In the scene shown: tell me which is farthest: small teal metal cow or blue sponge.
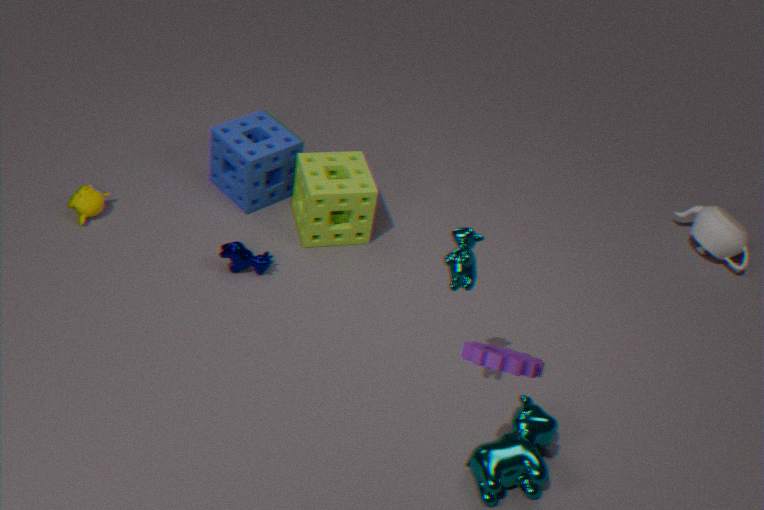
blue sponge
